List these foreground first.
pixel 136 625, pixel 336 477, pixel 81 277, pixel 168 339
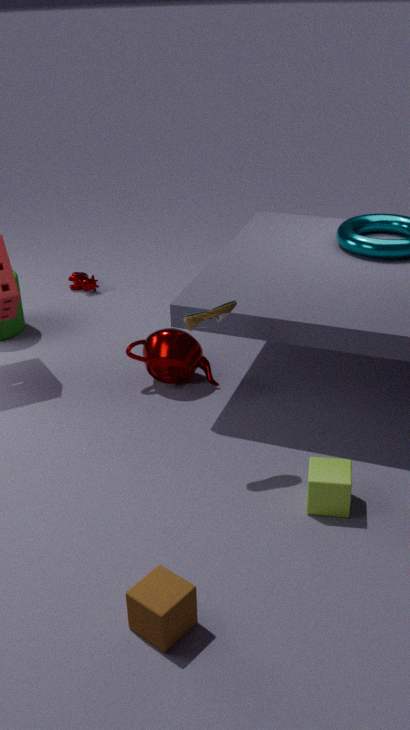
pixel 136 625 < pixel 336 477 < pixel 168 339 < pixel 81 277
